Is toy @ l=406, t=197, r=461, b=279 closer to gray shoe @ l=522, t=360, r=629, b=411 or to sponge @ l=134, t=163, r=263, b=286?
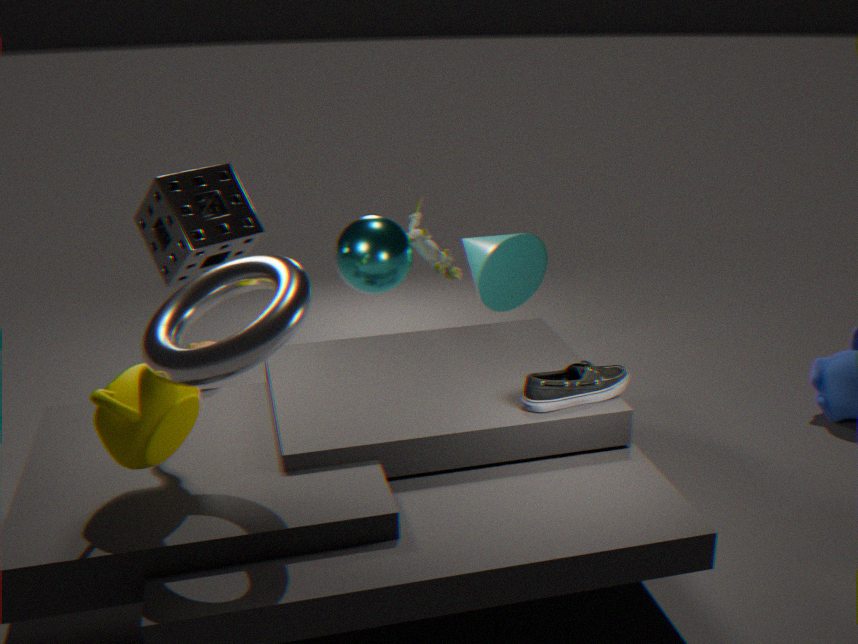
sponge @ l=134, t=163, r=263, b=286
